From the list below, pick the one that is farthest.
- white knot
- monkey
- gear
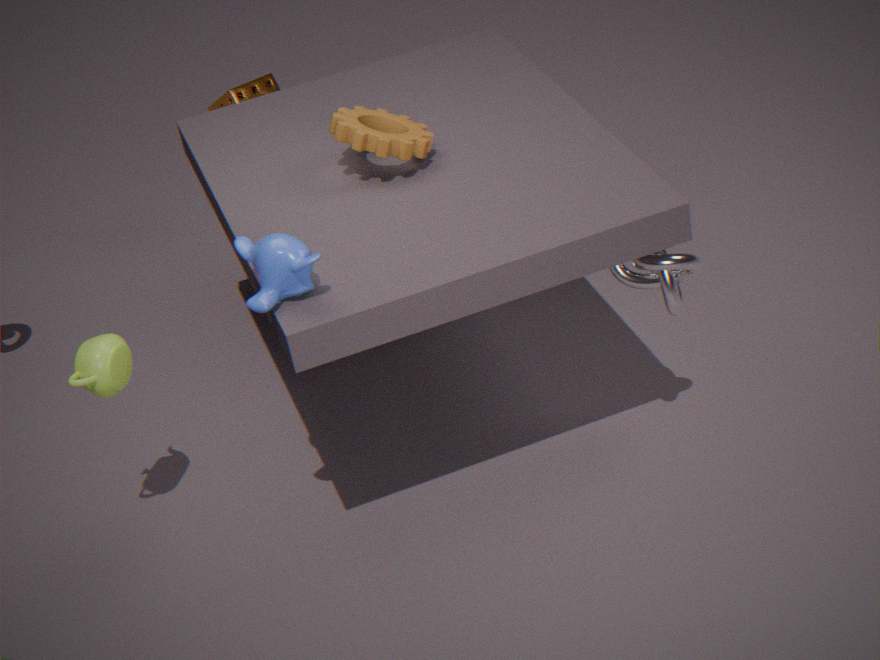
gear
